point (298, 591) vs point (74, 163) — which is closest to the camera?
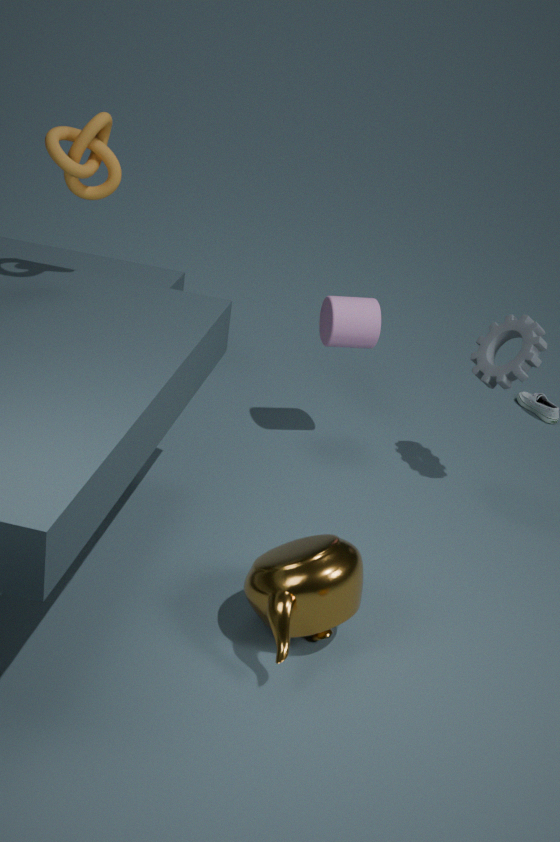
point (298, 591)
